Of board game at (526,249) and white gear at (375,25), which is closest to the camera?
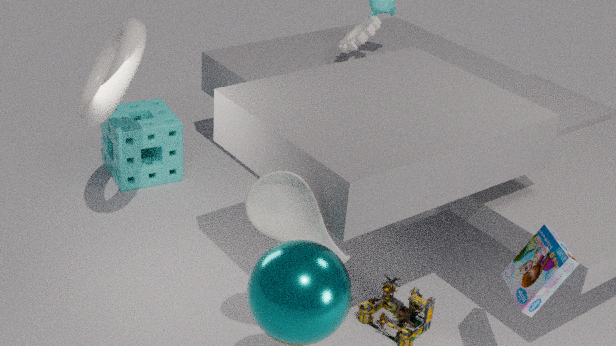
board game at (526,249)
